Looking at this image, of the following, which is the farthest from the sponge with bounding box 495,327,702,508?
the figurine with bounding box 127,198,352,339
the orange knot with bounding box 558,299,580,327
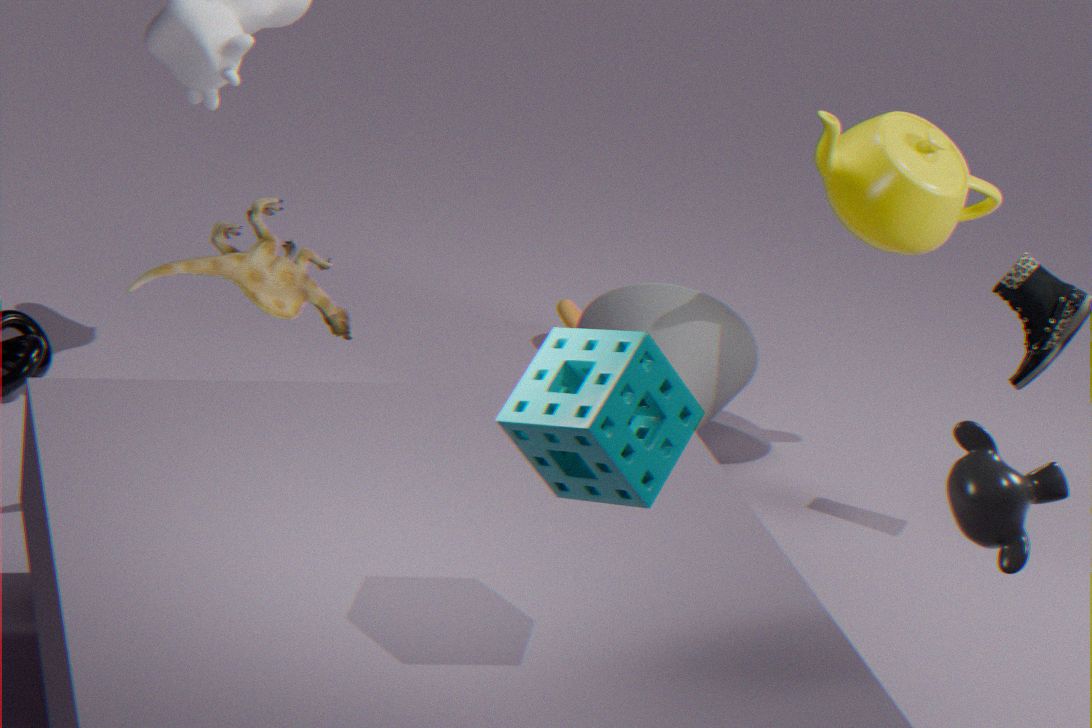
the orange knot with bounding box 558,299,580,327
